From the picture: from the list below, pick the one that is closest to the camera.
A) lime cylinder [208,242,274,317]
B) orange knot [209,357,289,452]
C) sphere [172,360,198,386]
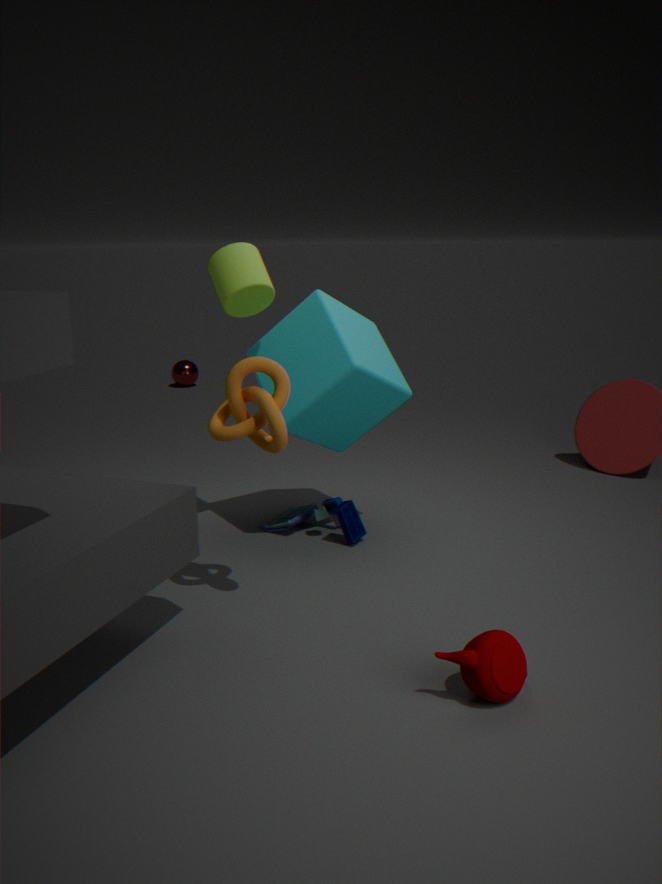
orange knot [209,357,289,452]
